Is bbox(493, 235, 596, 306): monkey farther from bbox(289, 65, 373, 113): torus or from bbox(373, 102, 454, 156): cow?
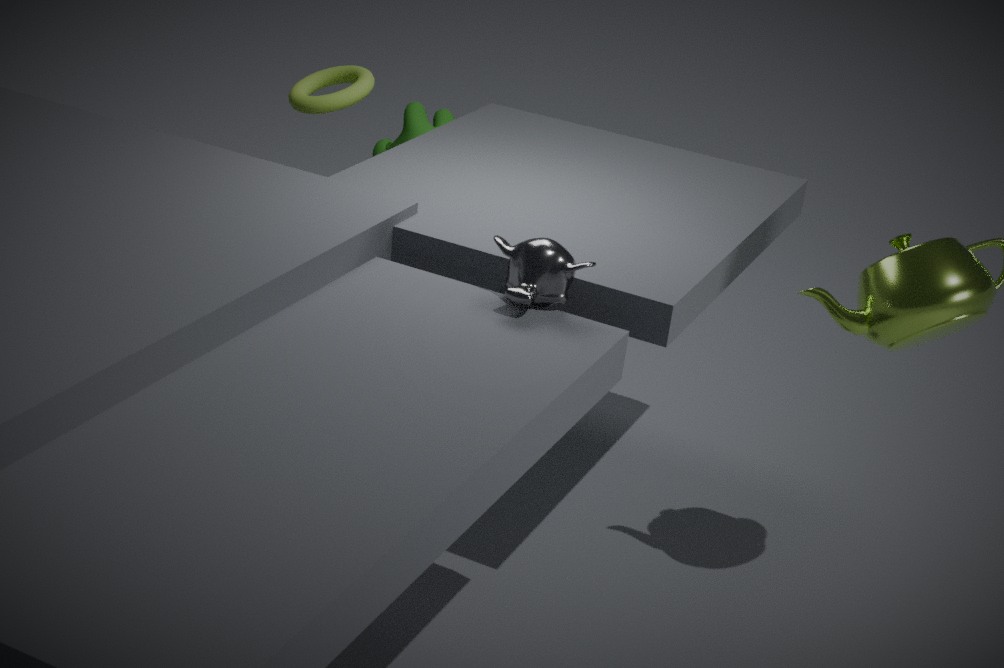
bbox(373, 102, 454, 156): cow
